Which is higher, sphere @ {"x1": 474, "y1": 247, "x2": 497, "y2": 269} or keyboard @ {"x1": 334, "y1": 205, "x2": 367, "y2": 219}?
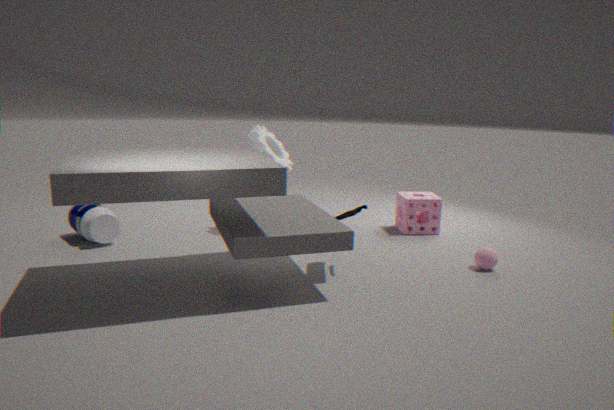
keyboard @ {"x1": 334, "y1": 205, "x2": 367, "y2": 219}
